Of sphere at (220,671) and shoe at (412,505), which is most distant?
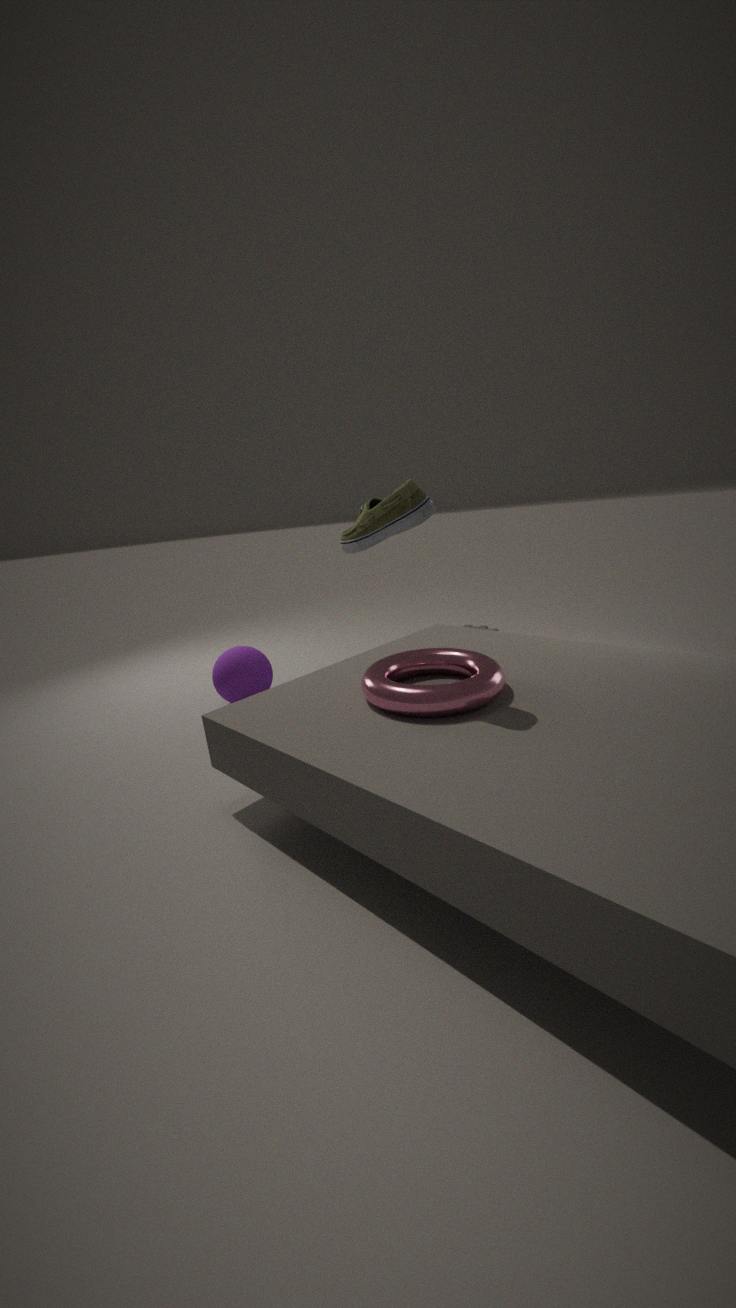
sphere at (220,671)
